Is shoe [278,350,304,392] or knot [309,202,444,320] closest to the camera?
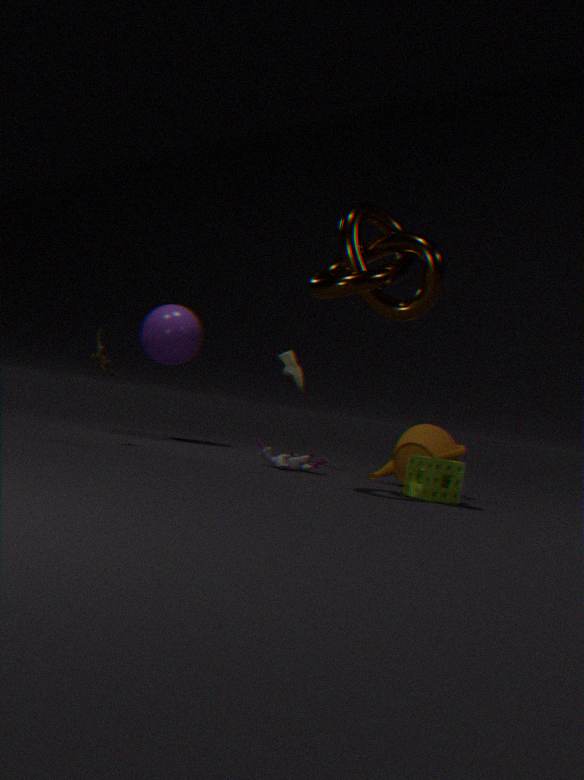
knot [309,202,444,320]
